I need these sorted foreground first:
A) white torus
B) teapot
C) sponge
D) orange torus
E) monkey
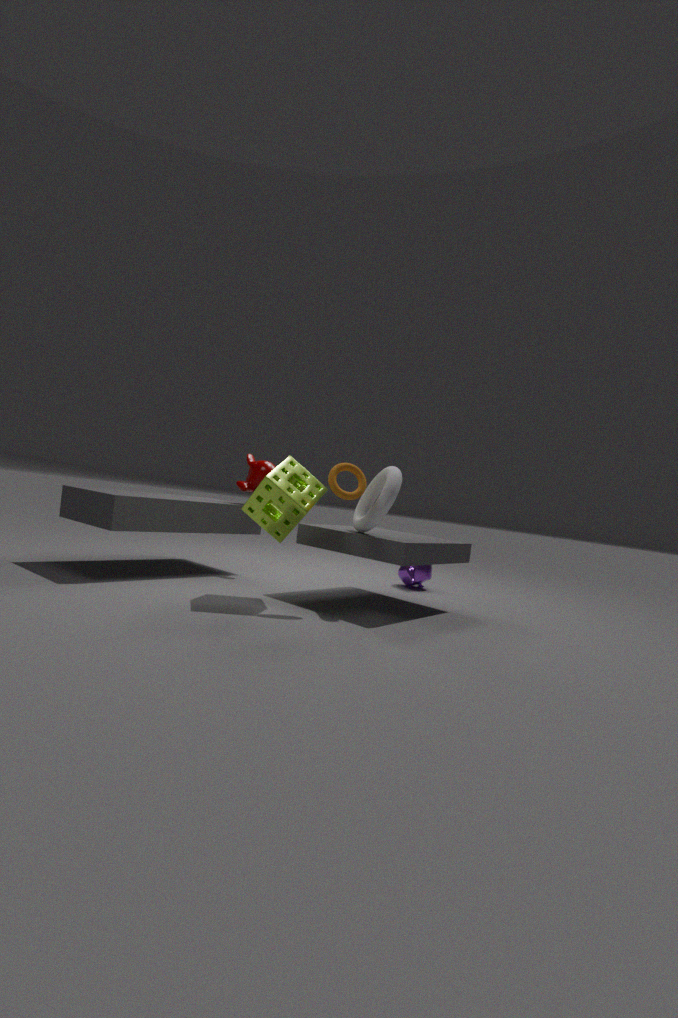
1. sponge
2. orange torus
3. white torus
4. monkey
5. teapot
